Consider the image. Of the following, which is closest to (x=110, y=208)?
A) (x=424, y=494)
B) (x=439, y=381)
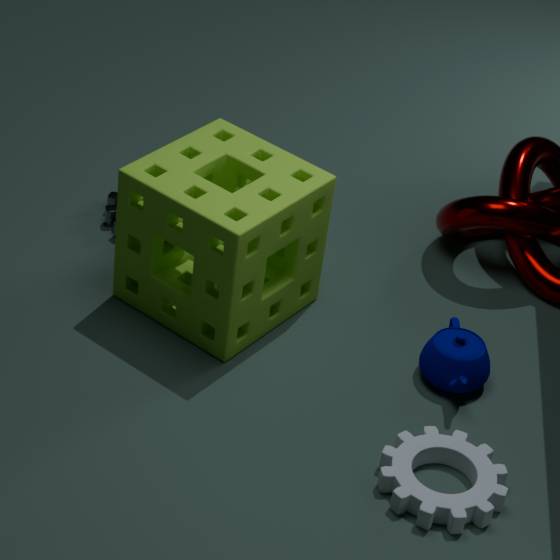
(x=439, y=381)
